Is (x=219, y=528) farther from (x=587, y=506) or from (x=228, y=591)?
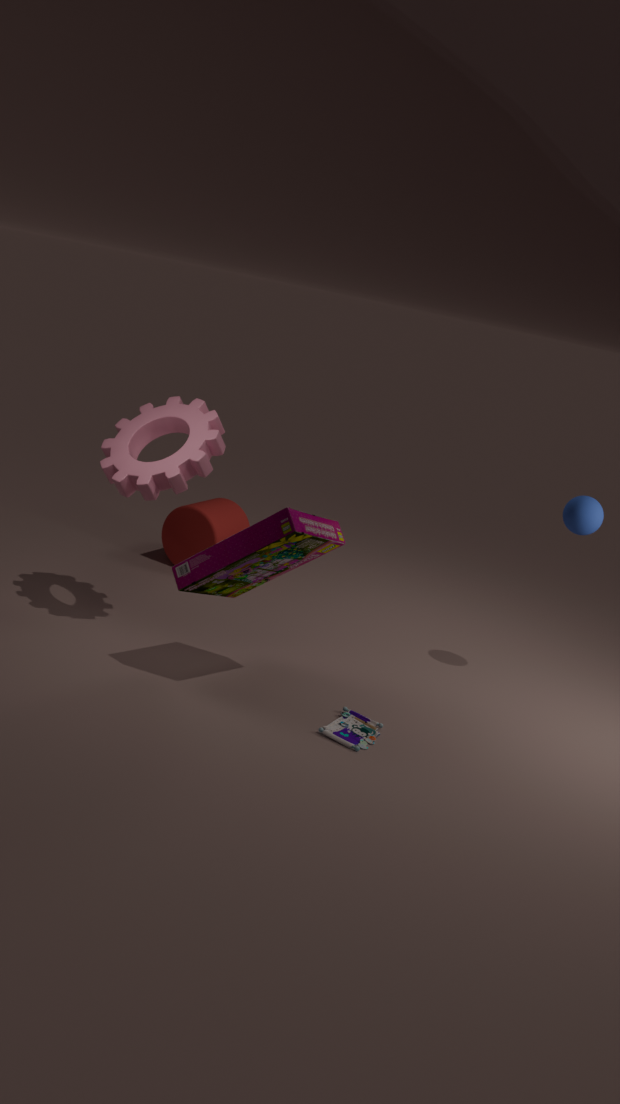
(x=587, y=506)
